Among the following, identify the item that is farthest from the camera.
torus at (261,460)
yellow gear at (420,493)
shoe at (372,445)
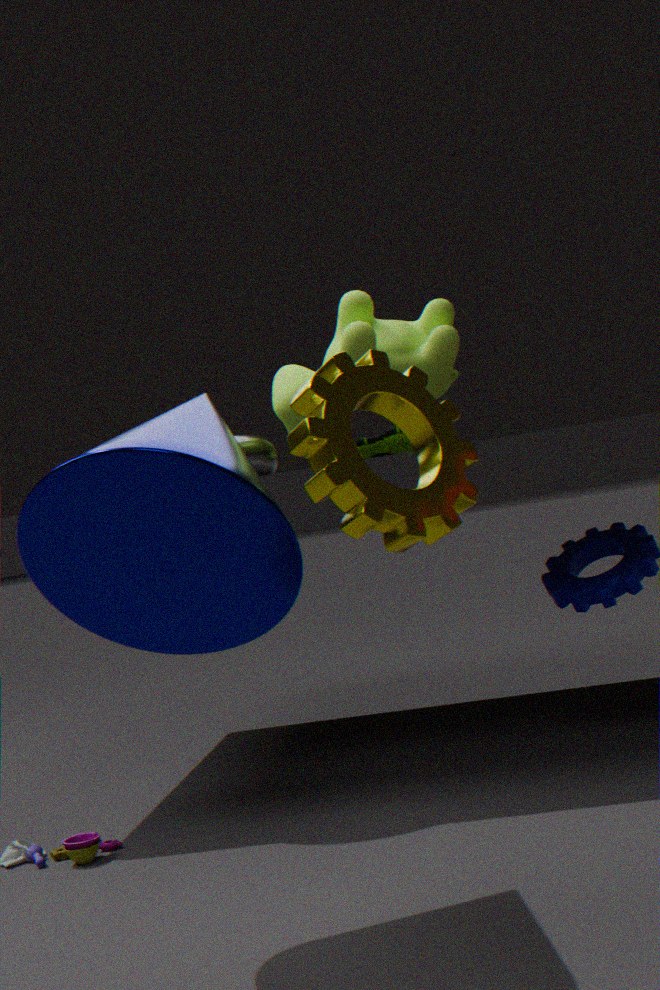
shoe at (372,445)
